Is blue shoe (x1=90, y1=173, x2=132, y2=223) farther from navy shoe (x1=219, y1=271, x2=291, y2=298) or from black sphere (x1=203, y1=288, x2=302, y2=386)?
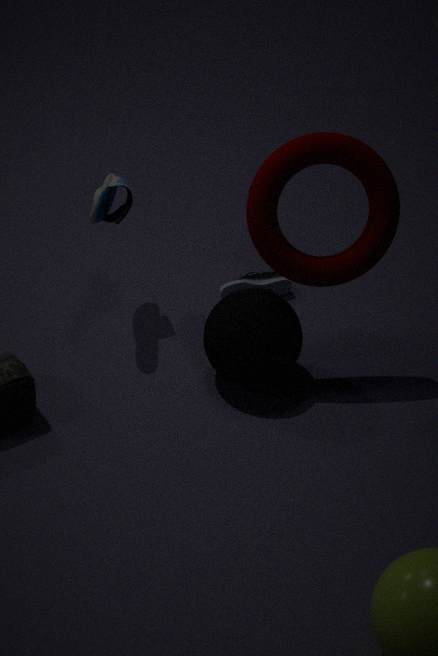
navy shoe (x1=219, y1=271, x2=291, y2=298)
